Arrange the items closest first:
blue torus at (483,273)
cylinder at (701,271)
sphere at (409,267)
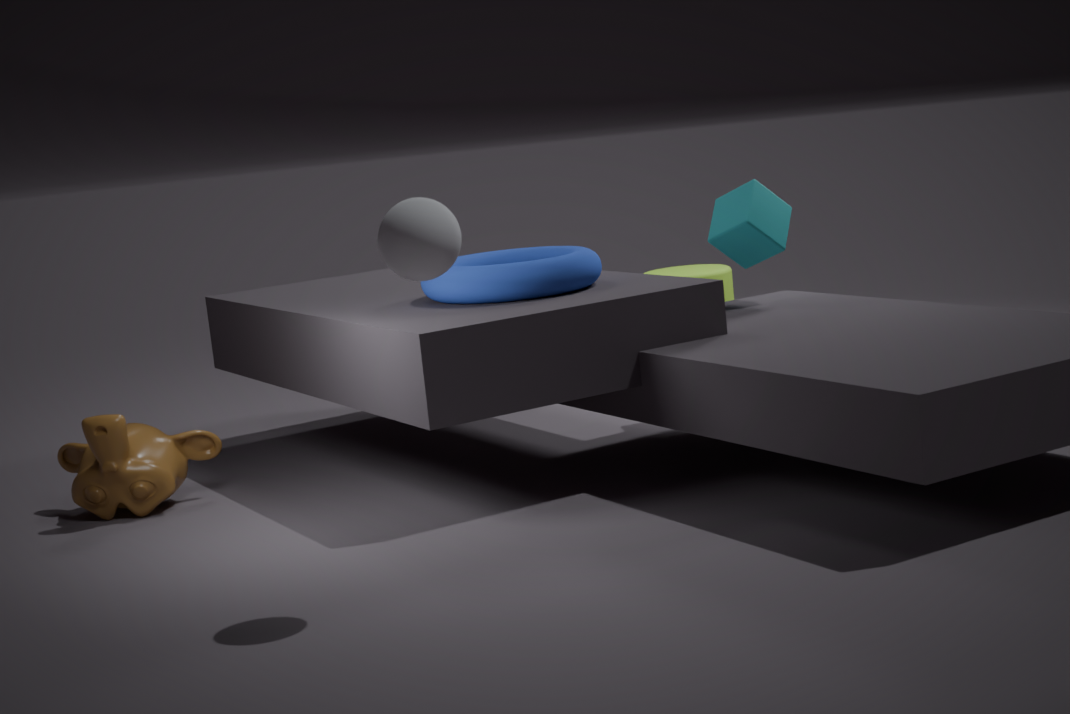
sphere at (409,267) < blue torus at (483,273) < cylinder at (701,271)
